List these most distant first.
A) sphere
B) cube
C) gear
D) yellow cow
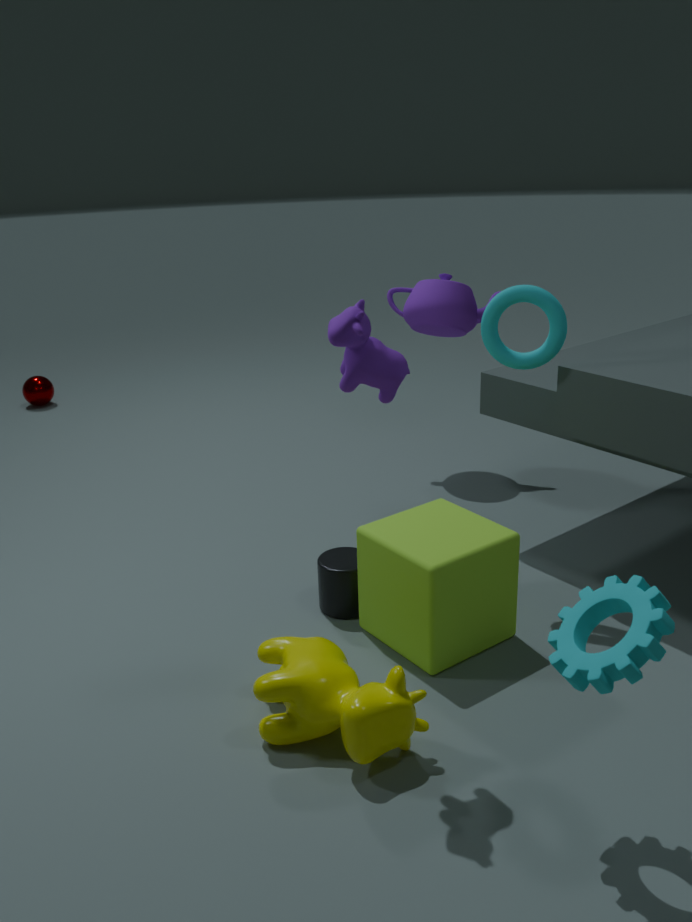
sphere → cube → yellow cow → gear
